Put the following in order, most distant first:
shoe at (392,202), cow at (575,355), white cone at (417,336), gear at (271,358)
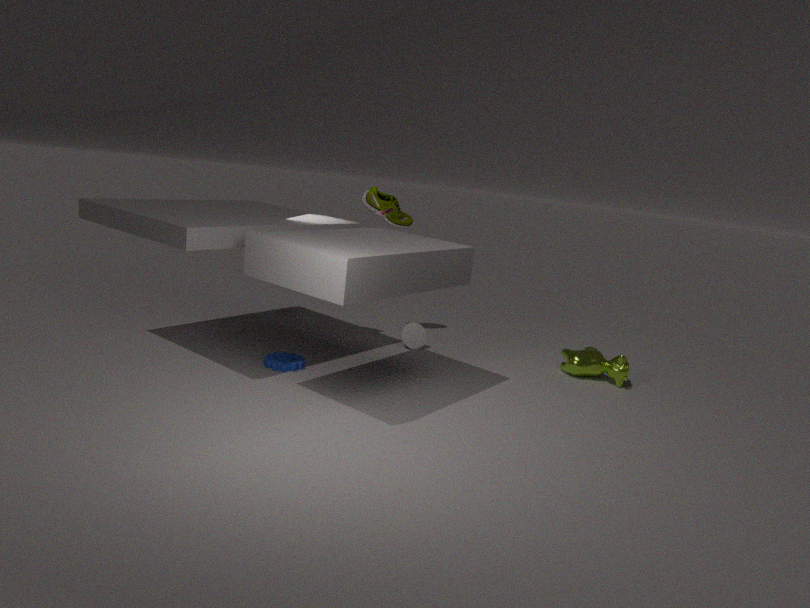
shoe at (392,202)
white cone at (417,336)
cow at (575,355)
gear at (271,358)
